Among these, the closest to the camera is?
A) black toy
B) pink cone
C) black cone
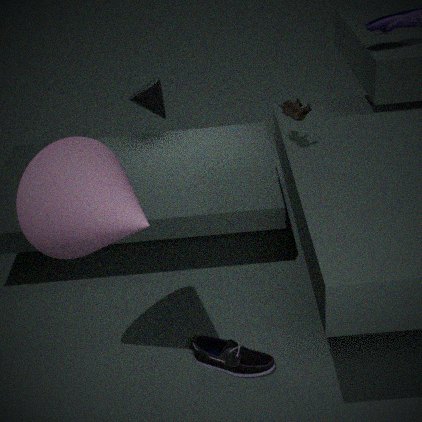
pink cone
